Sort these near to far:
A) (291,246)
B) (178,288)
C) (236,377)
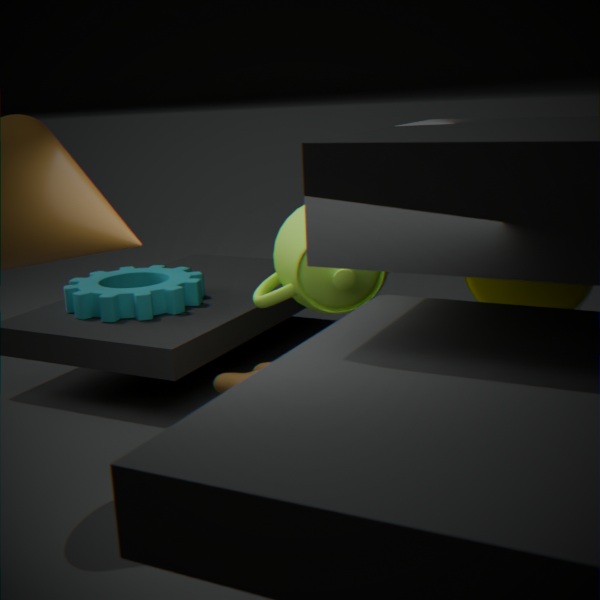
(291,246) < (236,377) < (178,288)
